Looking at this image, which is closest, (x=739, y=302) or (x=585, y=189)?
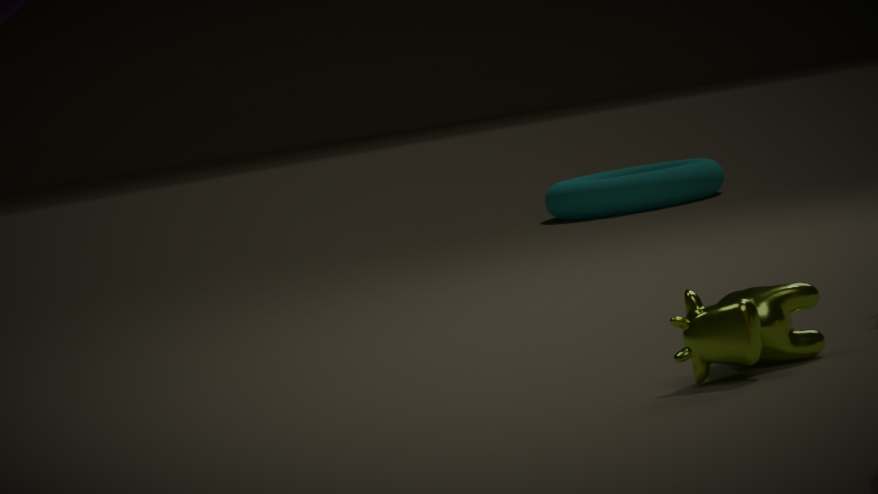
(x=739, y=302)
